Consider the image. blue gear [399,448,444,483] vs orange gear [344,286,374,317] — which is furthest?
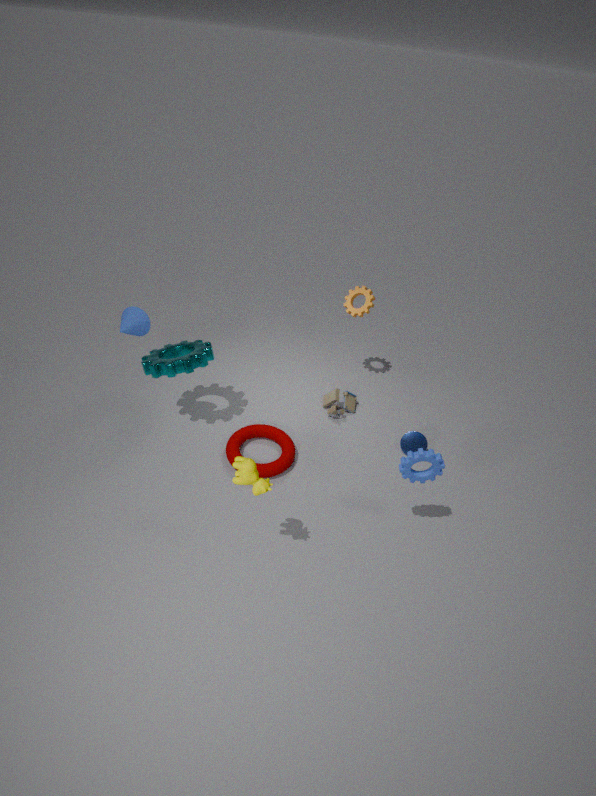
orange gear [344,286,374,317]
